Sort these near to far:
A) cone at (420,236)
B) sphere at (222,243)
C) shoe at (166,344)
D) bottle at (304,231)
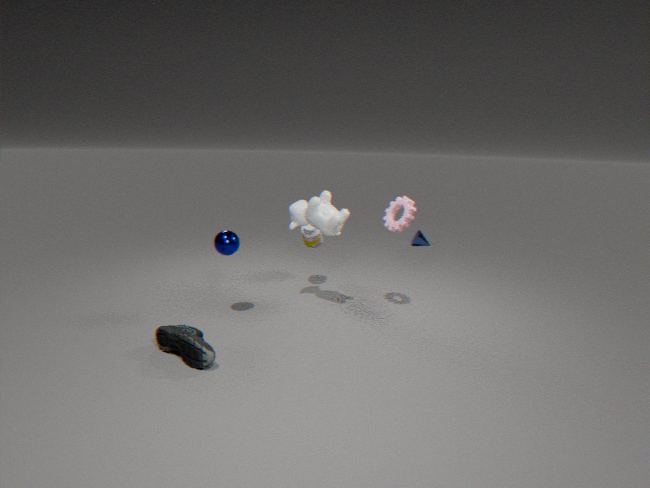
1. shoe at (166,344)
2. sphere at (222,243)
3. bottle at (304,231)
4. cone at (420,236)
